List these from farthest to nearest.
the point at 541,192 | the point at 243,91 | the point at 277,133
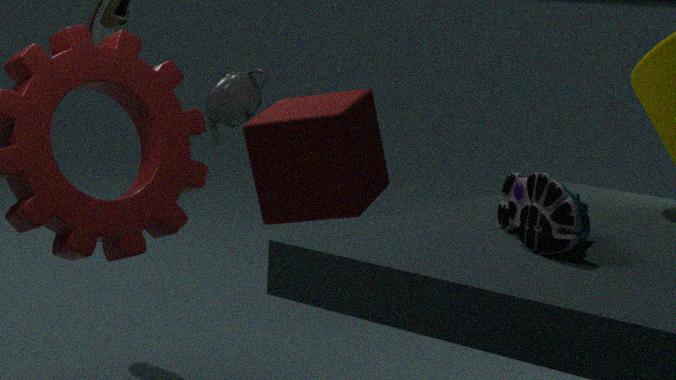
the point at 243,91, the point at 541,192, the point at 277,133
